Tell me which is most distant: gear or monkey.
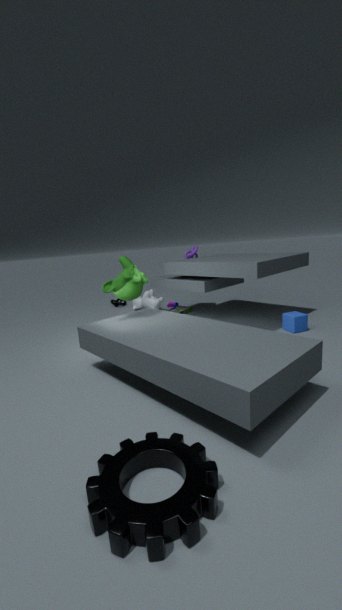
monkey
